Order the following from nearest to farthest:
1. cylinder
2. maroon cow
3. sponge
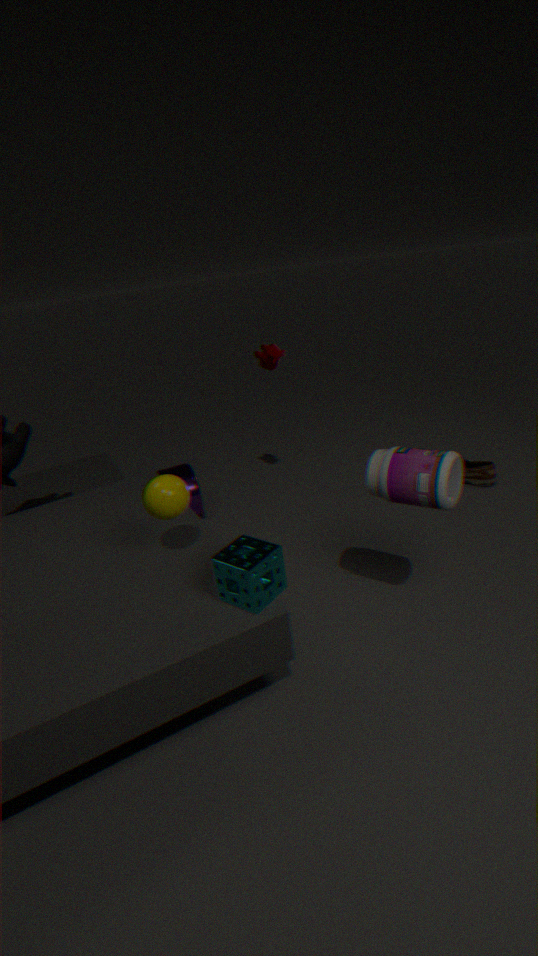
sponge, maroon cow, cylinder
